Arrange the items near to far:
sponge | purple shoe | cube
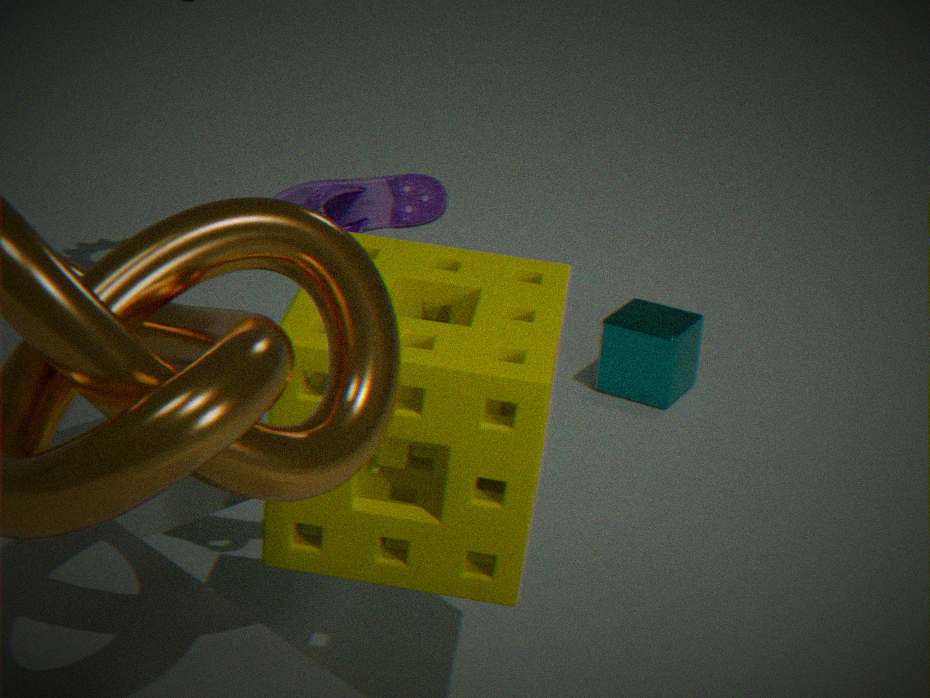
sponge < purple shoe < cube
